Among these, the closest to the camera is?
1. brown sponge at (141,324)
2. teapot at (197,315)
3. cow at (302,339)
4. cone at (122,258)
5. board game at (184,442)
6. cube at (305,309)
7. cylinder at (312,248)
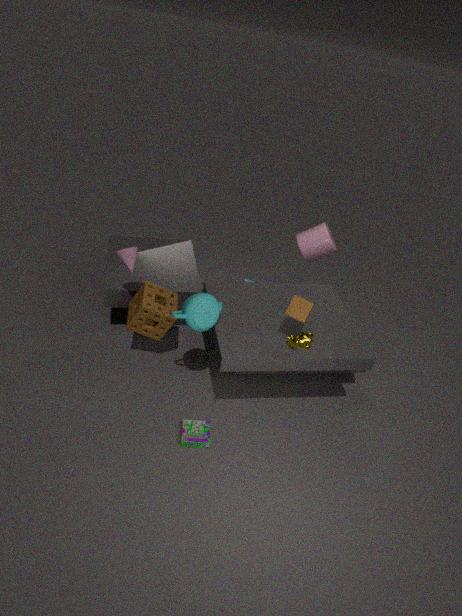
teapot at (197,315)
